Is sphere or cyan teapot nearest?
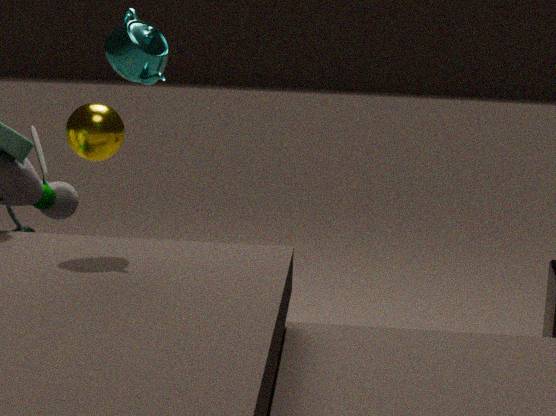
cyan teapot
